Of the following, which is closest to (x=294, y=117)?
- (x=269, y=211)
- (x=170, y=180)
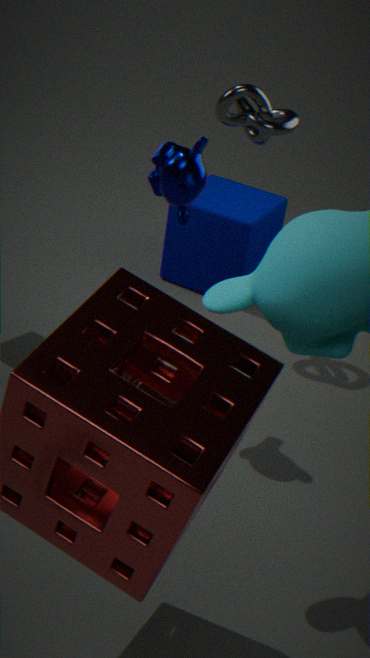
(x=170, y=180)
